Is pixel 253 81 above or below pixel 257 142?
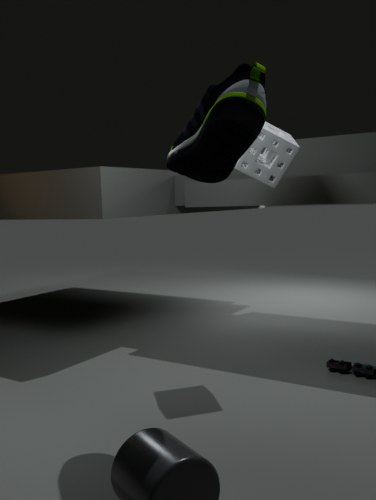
below
